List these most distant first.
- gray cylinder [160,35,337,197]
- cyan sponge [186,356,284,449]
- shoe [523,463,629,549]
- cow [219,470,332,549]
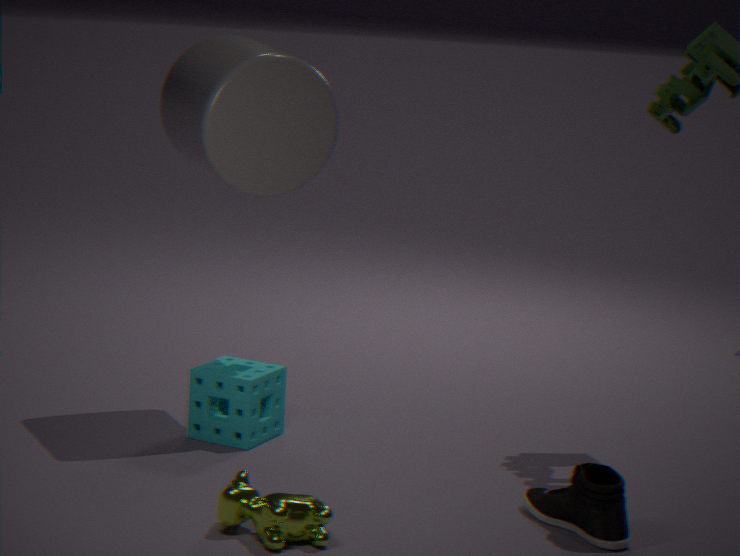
cyan sponge [186,356,284,449] → gray cylinder [160,35,337,197] → shoe [523,463,629,549] → cow [219,470,332,549]
